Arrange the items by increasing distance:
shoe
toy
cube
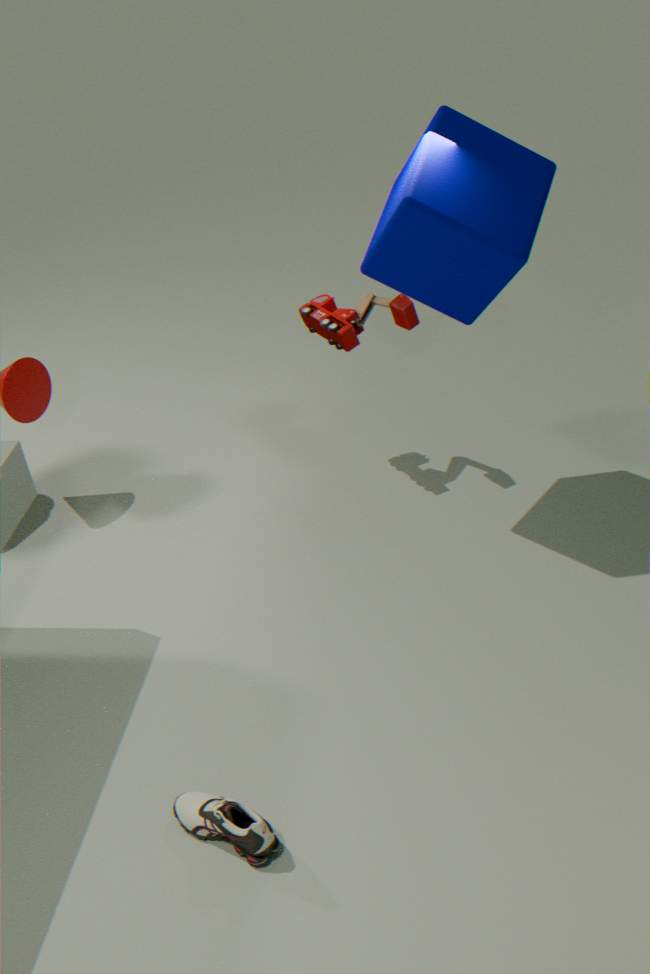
shoe < cube < toy
